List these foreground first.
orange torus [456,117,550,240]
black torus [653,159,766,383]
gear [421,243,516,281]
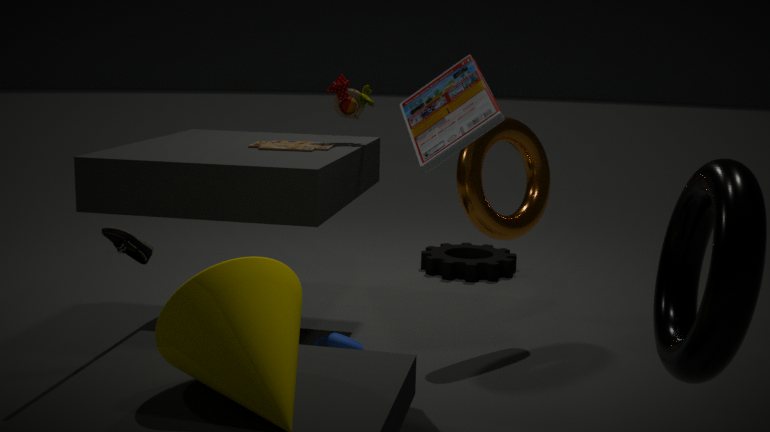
black torus [653,159,766,383] → orange torus [456,117,550,240] → gear [421,243,516,281]
